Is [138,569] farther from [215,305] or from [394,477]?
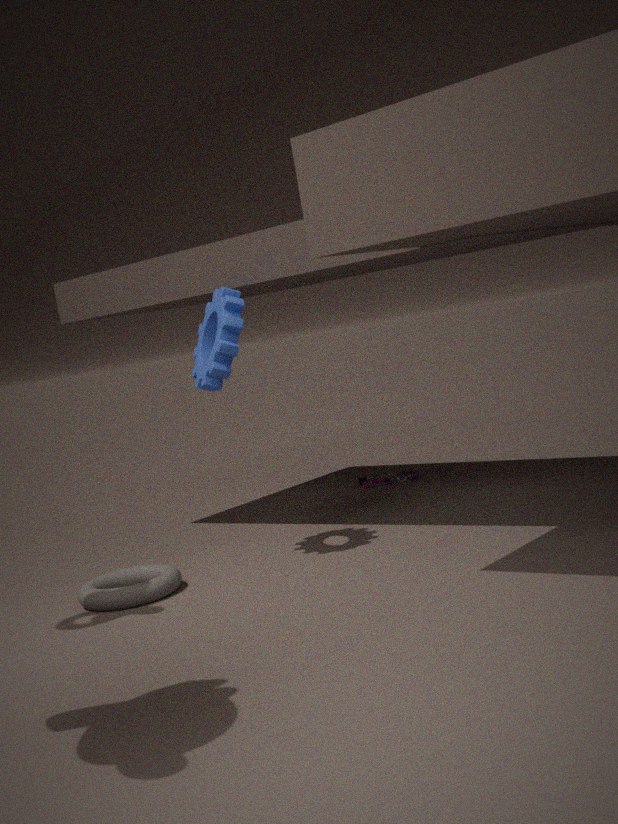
[394,477]
